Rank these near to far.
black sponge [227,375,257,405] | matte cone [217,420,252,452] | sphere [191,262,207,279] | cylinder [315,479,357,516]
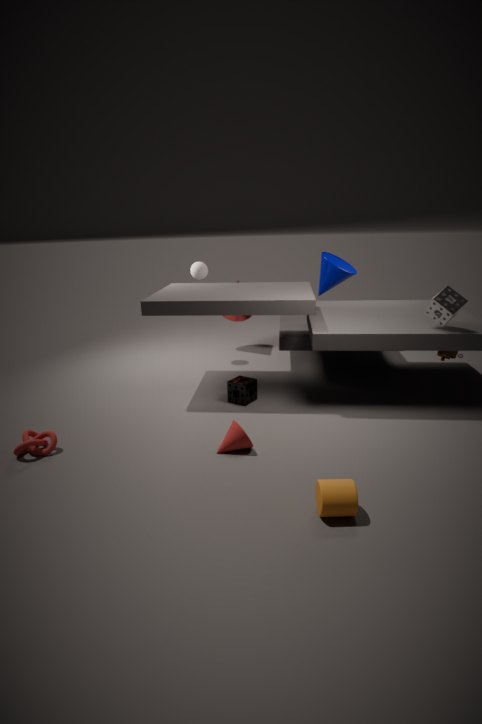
cylinder [315,479,357,516] < matte cone [217,420,252,452] < black sponge [227,375,257,405] < sphere [191,262,207,279]
